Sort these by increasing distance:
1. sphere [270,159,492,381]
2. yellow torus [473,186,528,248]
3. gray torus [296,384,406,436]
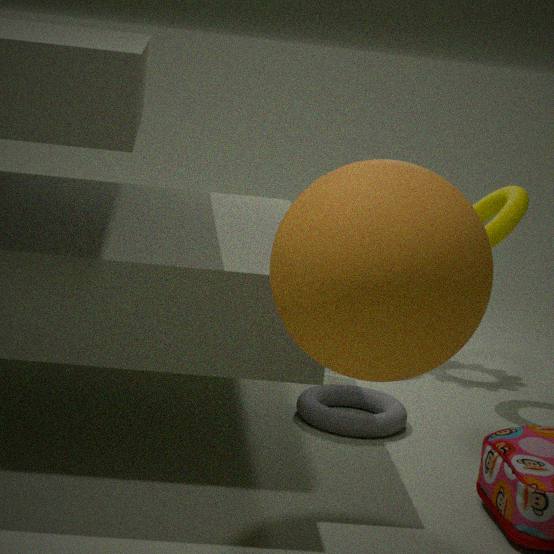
sphere [270,159,492,381]
gray torus [296,384,406,436]
yellow torus [473,186,528,248]
